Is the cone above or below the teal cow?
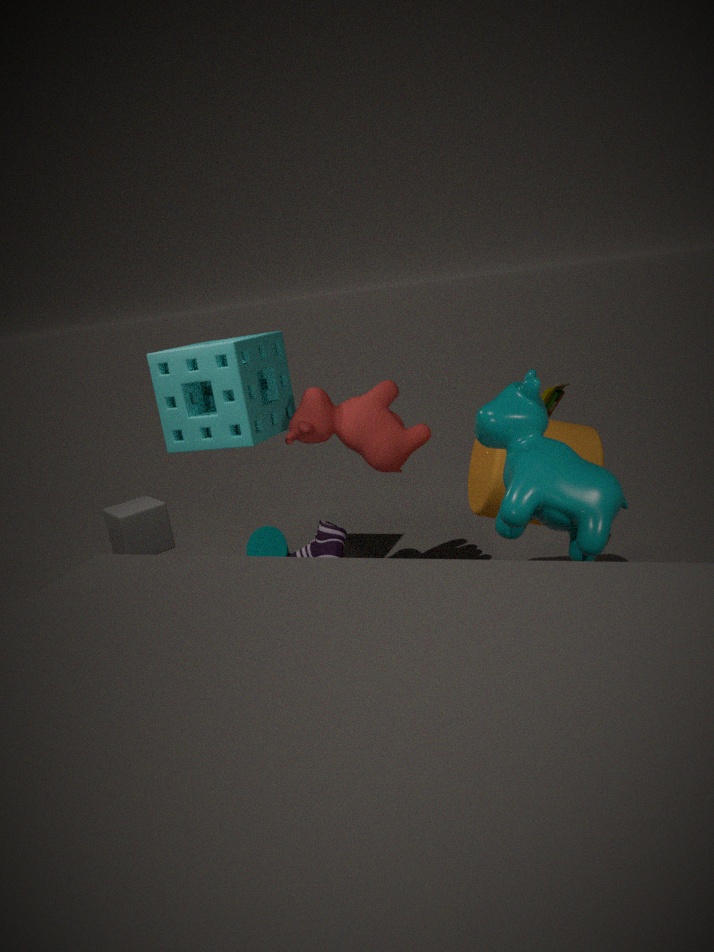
below
